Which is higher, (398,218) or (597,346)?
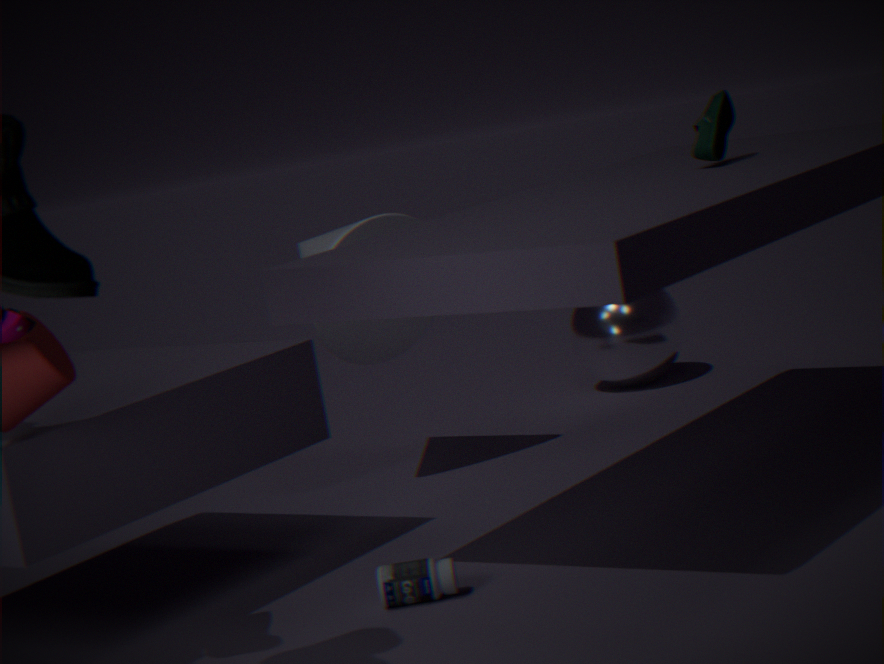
(398,218)
